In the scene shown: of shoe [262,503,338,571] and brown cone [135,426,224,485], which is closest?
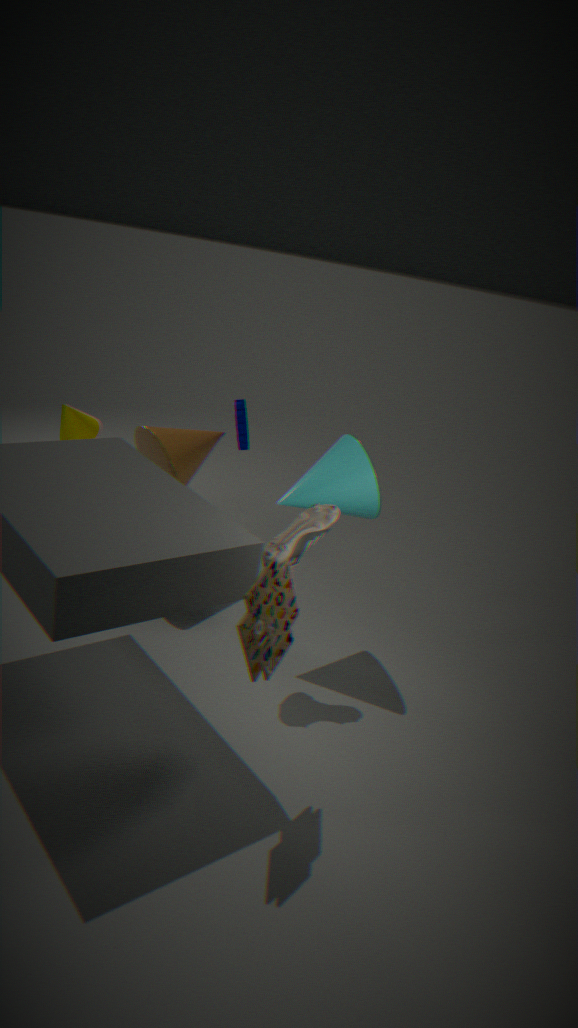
shoe [262,503,338,571]
